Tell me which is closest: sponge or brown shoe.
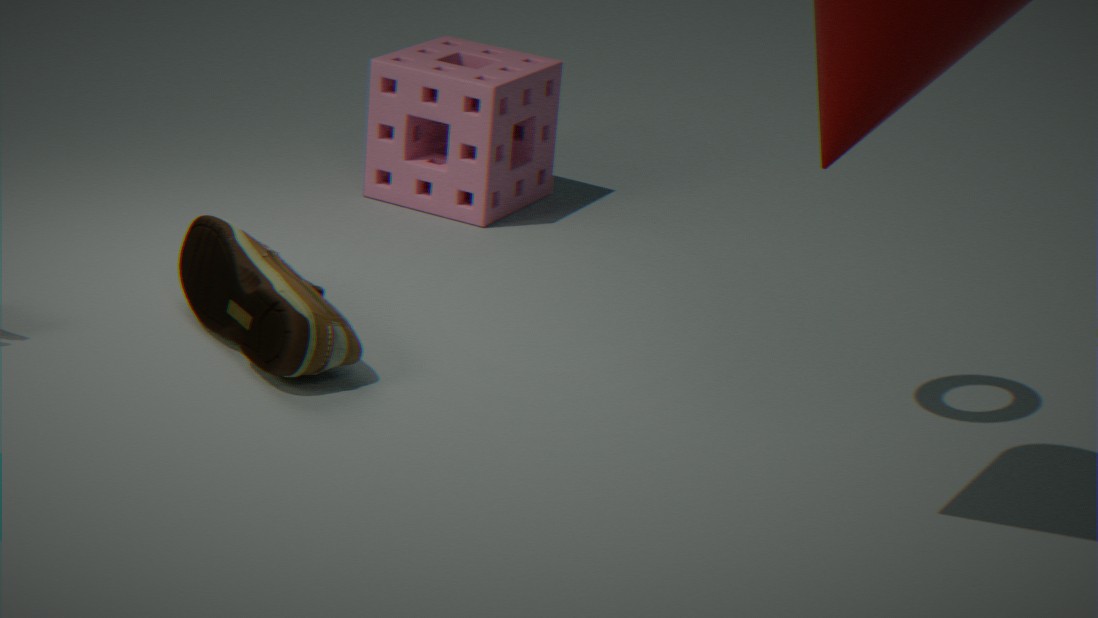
brown shoe
